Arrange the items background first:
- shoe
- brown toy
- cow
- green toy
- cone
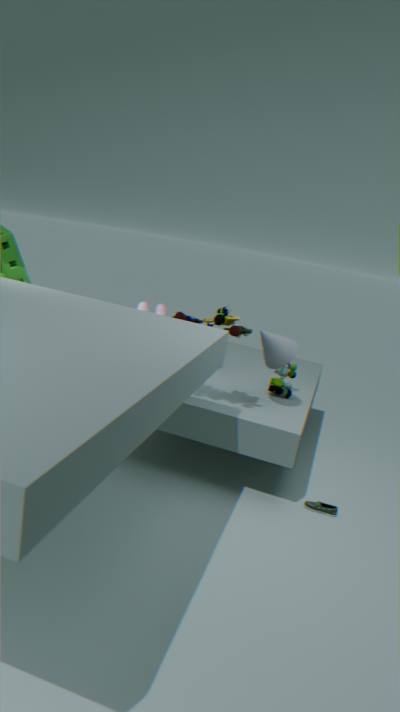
cow < green toy < cone < shoe < brown toy
